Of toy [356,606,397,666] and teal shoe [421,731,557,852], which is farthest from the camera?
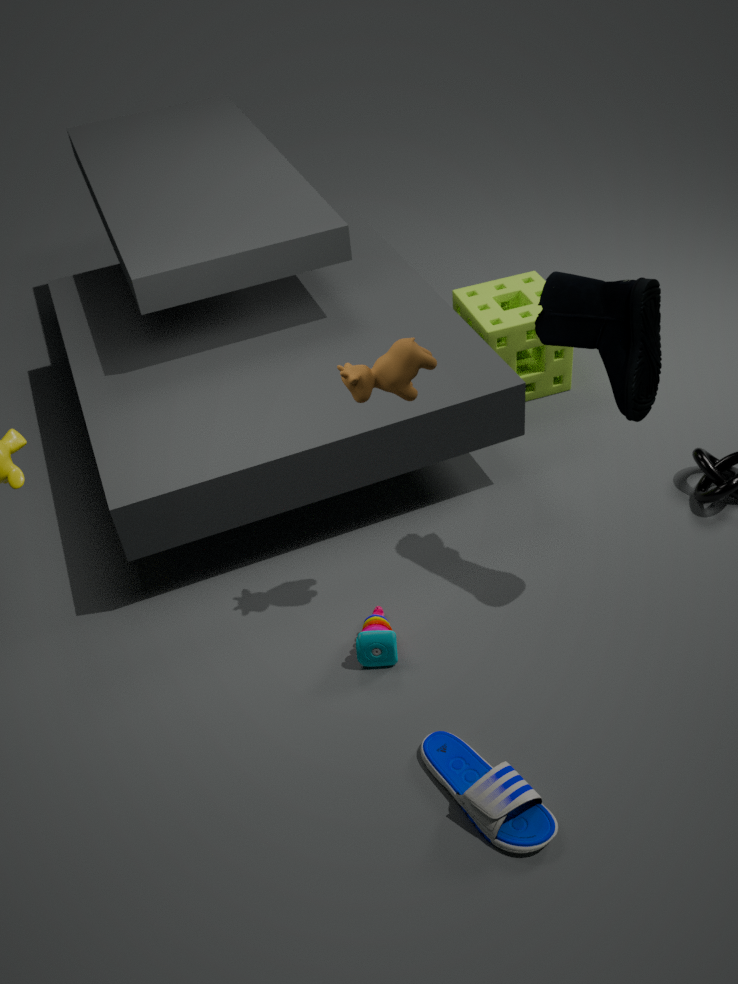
toy [356,606,397,666]
